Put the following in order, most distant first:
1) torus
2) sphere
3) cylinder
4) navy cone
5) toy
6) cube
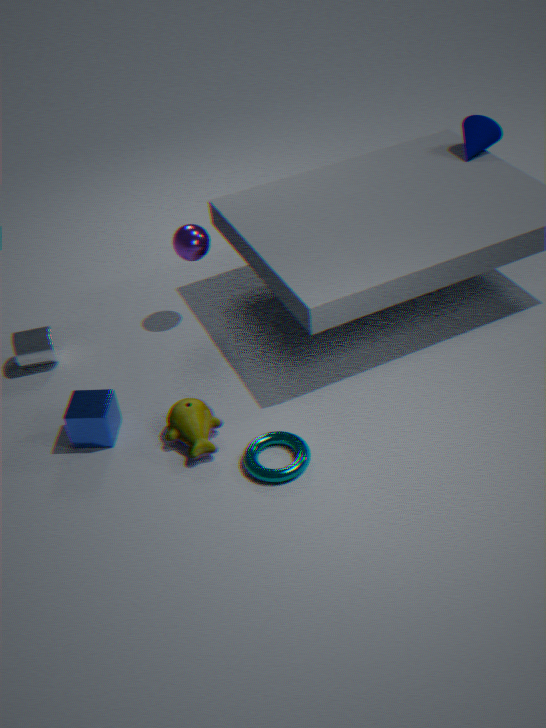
4. navy cone
2. sphere
3. cylinder
6. cube
5. toy
1. torus
